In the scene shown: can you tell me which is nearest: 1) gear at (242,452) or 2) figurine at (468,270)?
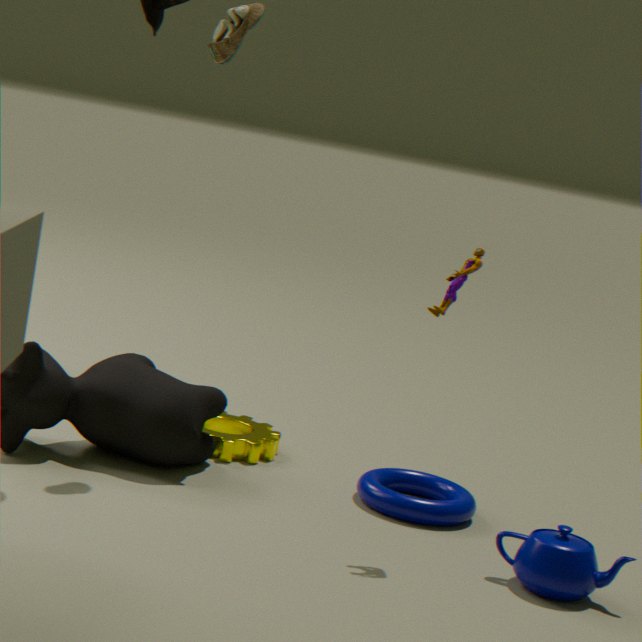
2. figurine at (468,270)
